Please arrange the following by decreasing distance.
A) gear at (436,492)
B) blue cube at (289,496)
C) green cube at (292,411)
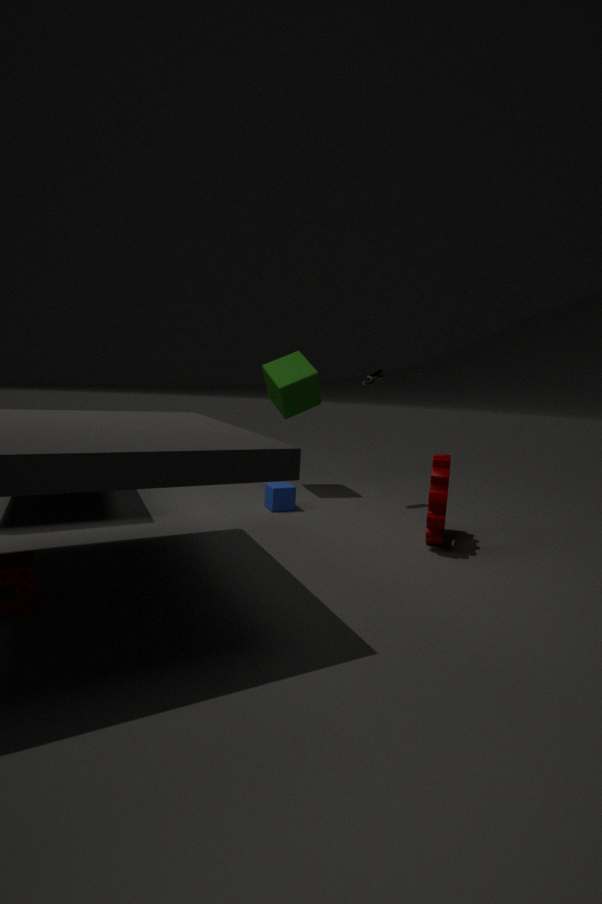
1. green cube at (292,411)
2. blue cube at (289,496)
3. gear at (436,492)
